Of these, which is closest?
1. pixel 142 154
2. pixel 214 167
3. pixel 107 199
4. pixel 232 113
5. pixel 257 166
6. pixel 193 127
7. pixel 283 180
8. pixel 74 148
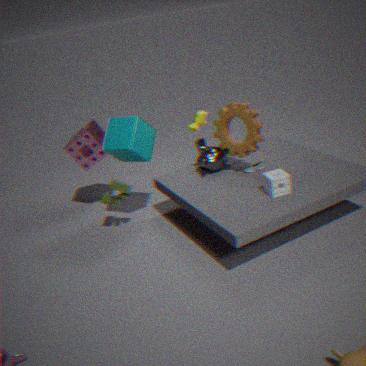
pixel 283 180
